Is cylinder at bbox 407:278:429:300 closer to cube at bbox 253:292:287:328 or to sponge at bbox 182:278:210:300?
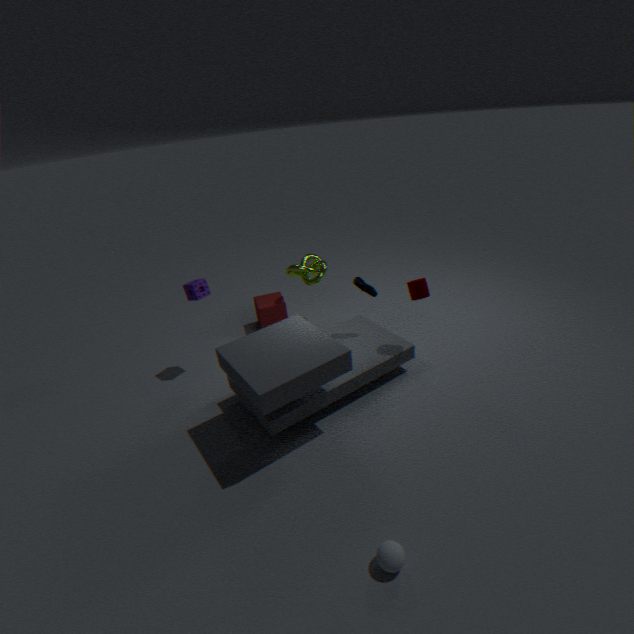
cube at bbox 253:292:287:328
